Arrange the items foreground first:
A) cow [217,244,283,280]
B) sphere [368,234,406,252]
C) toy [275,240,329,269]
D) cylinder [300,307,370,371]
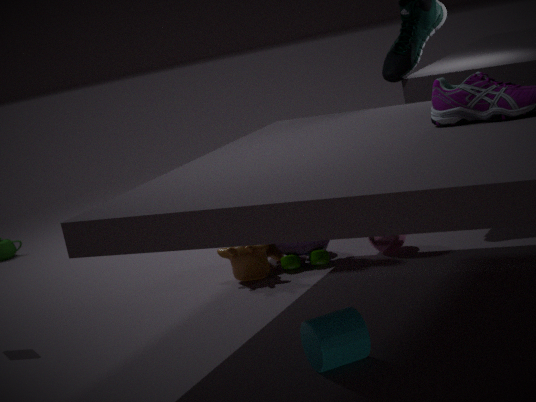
cylinder [300,307,370,371] < cow [217,244,283,280] < sphere [368,234,406,252] < toy [275,240,329,269]
